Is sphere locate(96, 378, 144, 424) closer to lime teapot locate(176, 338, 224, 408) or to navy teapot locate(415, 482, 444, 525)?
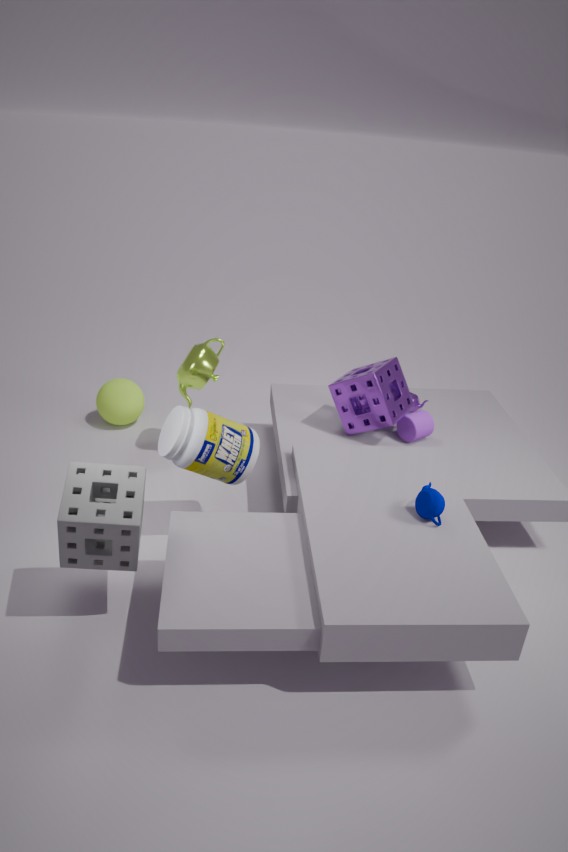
lime teapot locate(176, 338, 224, 408)
